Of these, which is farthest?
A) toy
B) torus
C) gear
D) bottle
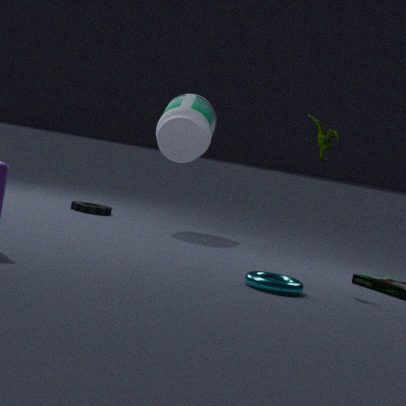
gear
